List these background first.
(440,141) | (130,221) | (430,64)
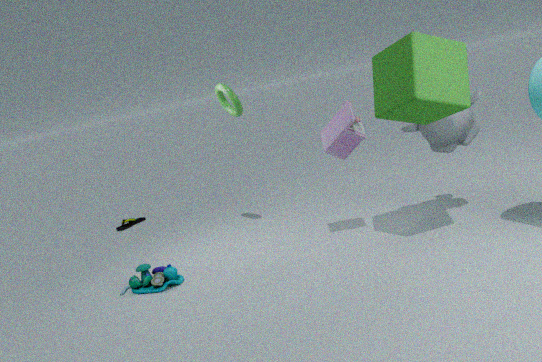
1. (130,221)
2. (440,141)
3. (430,64)
